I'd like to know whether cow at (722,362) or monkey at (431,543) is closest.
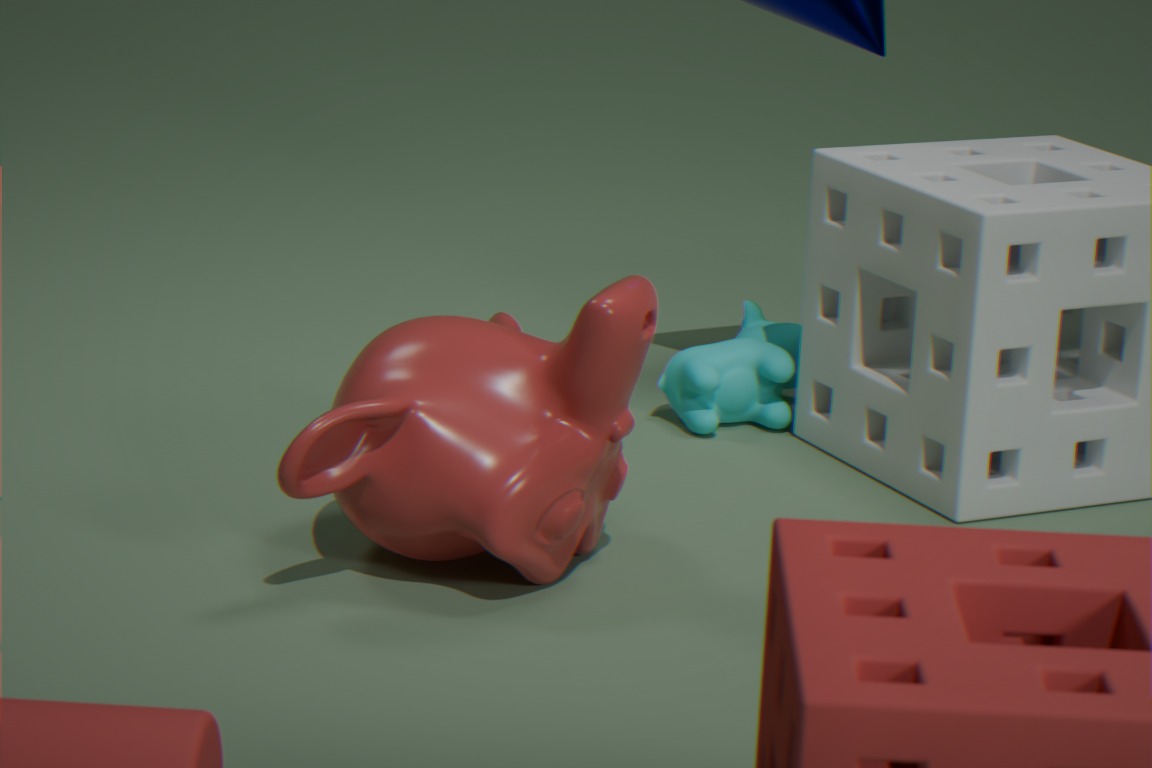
monkey at (431,543)
